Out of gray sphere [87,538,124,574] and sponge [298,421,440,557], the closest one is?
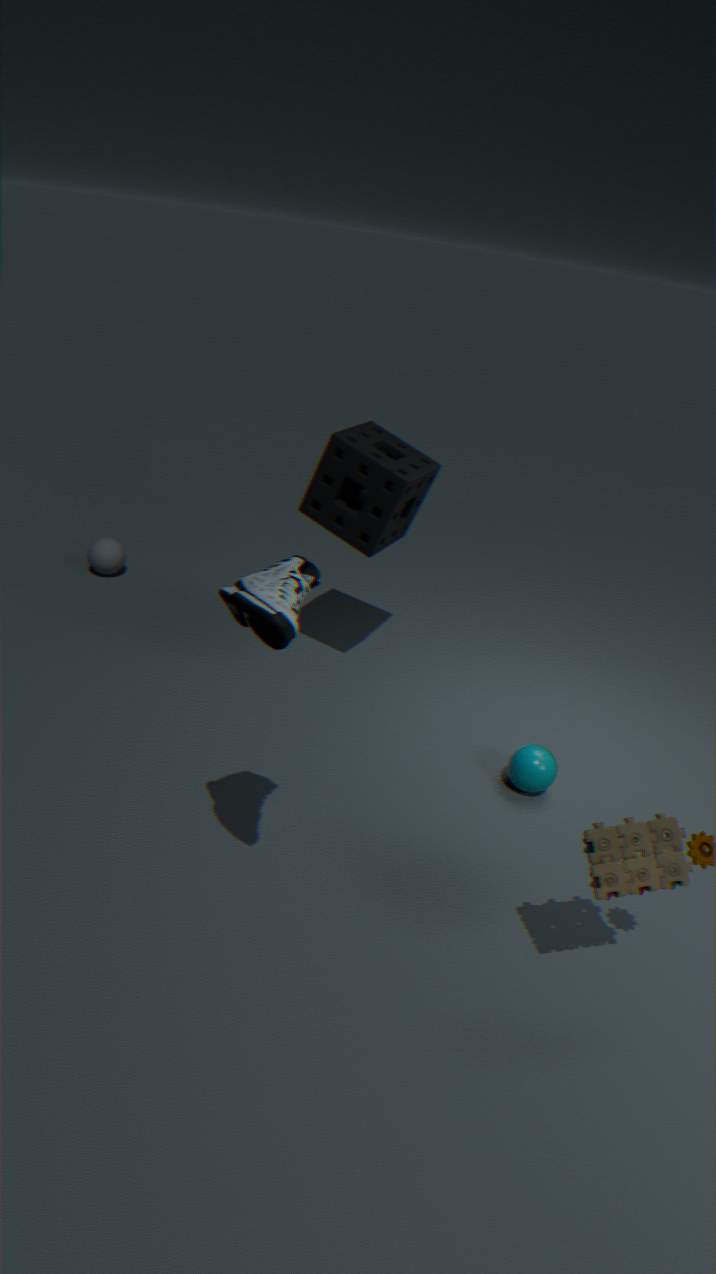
sponge [298,421,440,557]
